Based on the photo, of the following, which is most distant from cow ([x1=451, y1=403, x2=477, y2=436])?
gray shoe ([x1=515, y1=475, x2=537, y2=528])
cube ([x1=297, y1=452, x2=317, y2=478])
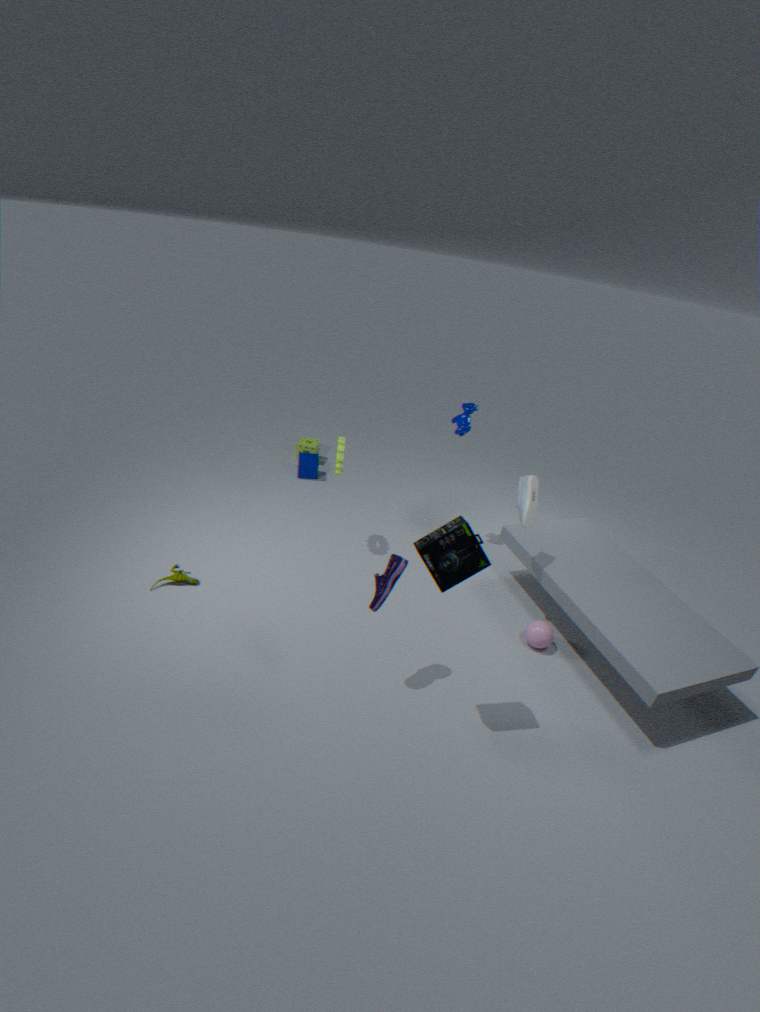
cube ([x1=297, y1=452, x2=317, y2=478])
